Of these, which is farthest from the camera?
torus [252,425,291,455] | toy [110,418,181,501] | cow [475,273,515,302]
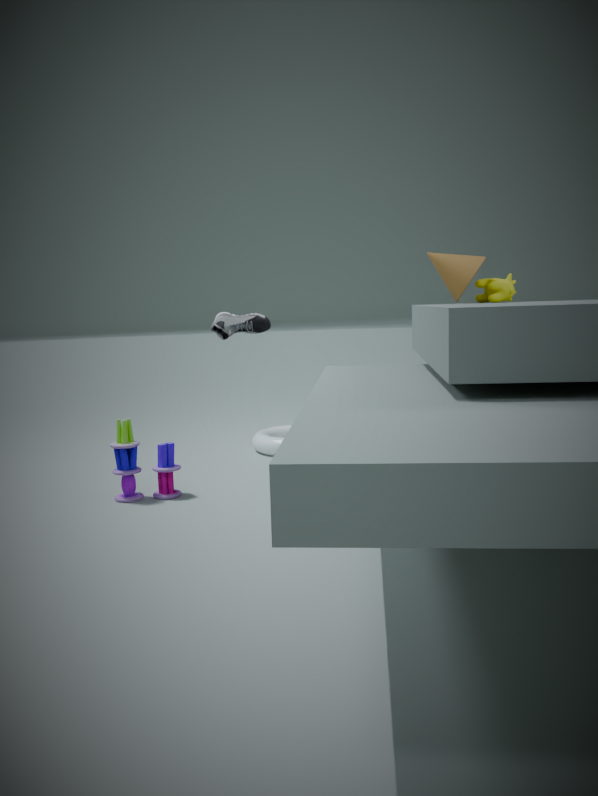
torus [252,425,291,455]
